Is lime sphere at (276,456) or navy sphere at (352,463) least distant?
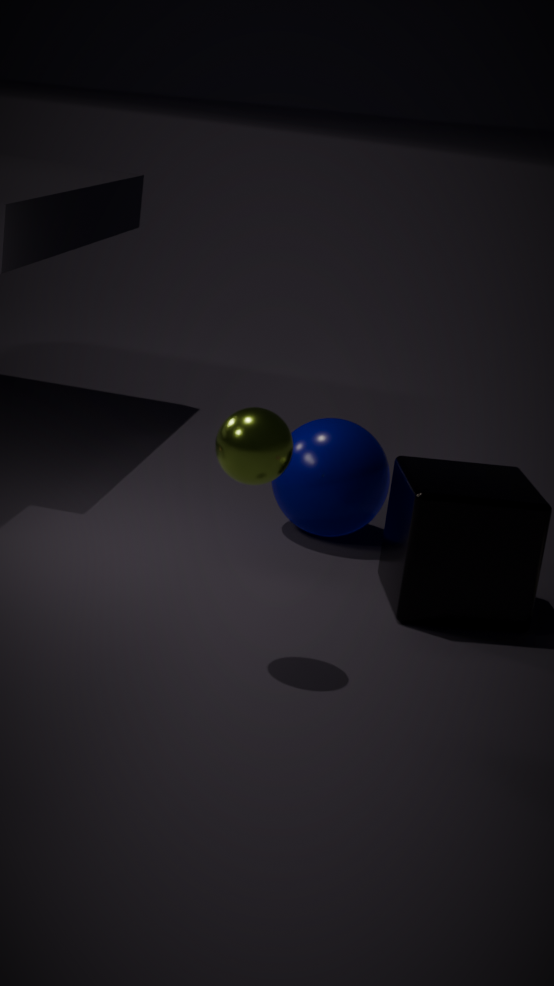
lime sphere at (276,456)
